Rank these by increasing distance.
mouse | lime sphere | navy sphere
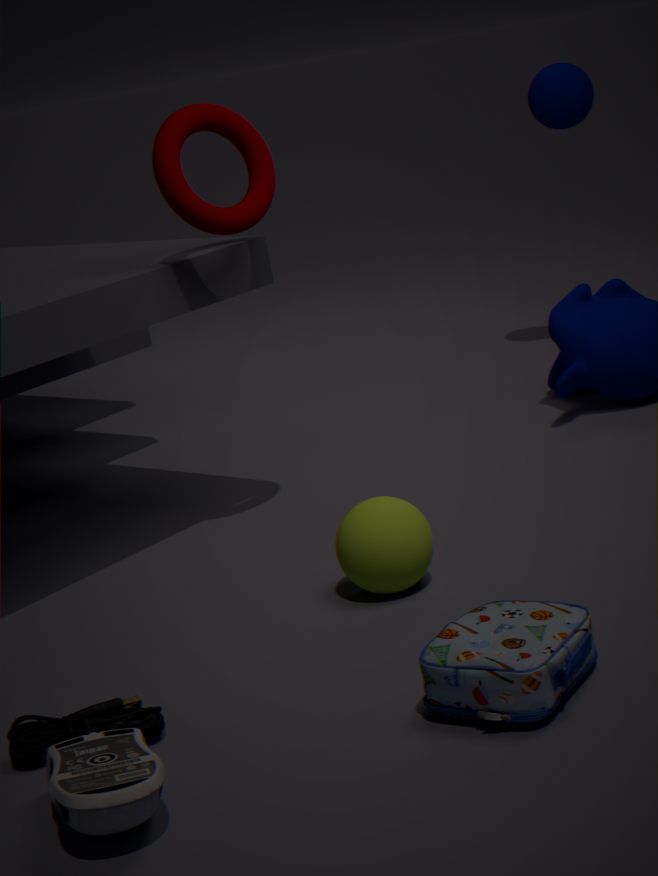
1. mouse
2. lime sphere
3. navy sphere
